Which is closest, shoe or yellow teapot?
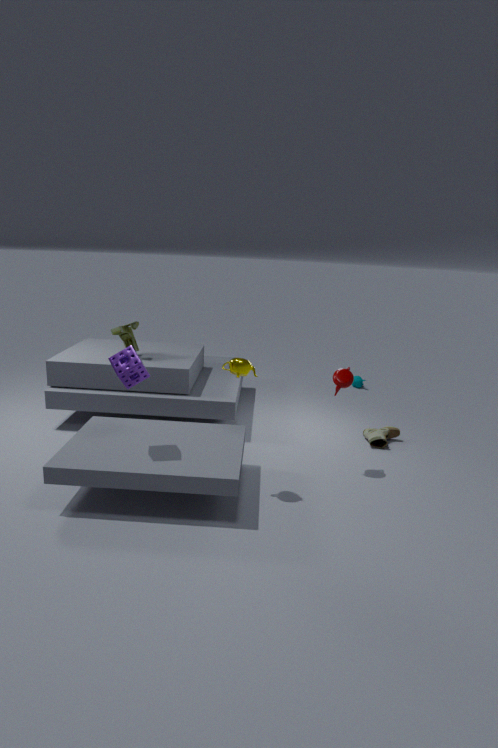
yellow teapot
